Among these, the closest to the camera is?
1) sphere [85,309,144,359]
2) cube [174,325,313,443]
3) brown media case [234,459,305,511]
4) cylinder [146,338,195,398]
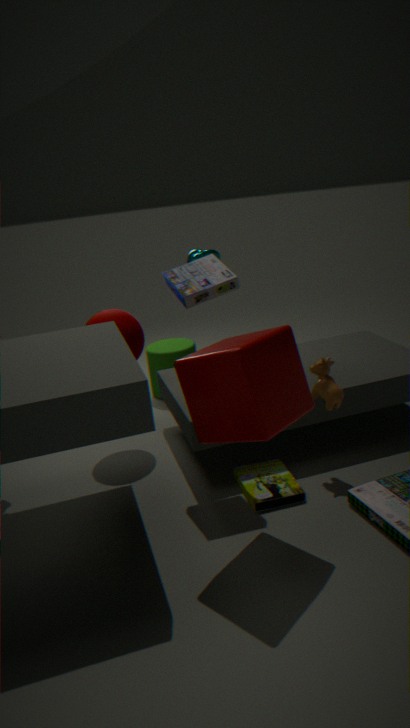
2. cube [174,325,313,443]
